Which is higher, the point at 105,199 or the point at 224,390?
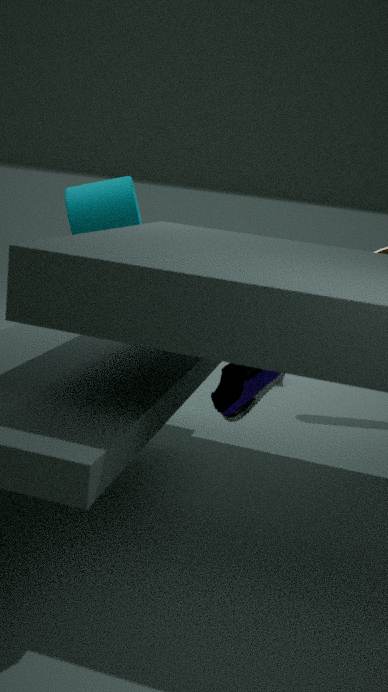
the point at 105,199
